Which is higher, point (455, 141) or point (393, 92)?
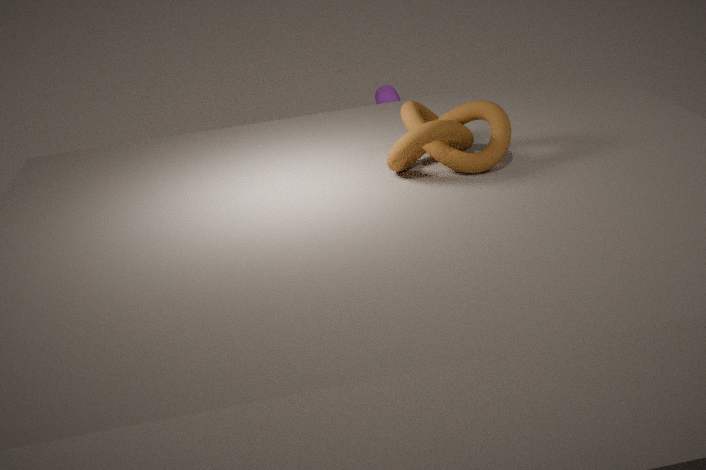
point (455, 141)
